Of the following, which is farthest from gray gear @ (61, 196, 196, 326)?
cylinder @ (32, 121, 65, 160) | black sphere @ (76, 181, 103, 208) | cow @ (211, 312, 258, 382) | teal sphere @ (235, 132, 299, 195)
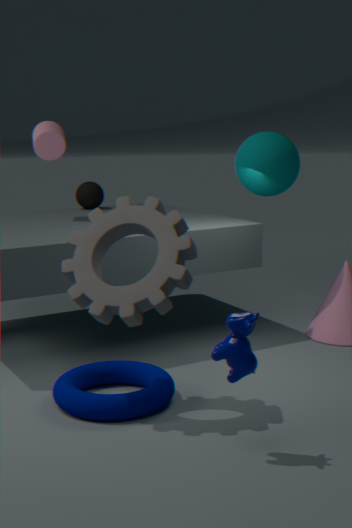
black sphere @ (76, 181, 103, 208)
